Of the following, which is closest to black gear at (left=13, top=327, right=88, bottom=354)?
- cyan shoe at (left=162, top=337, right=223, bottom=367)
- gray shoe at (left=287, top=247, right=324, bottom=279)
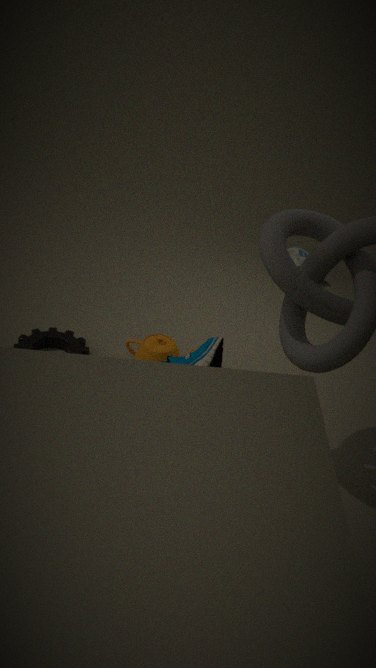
cyan shoe at (left=162, top=337, right=223, bottom=367)
